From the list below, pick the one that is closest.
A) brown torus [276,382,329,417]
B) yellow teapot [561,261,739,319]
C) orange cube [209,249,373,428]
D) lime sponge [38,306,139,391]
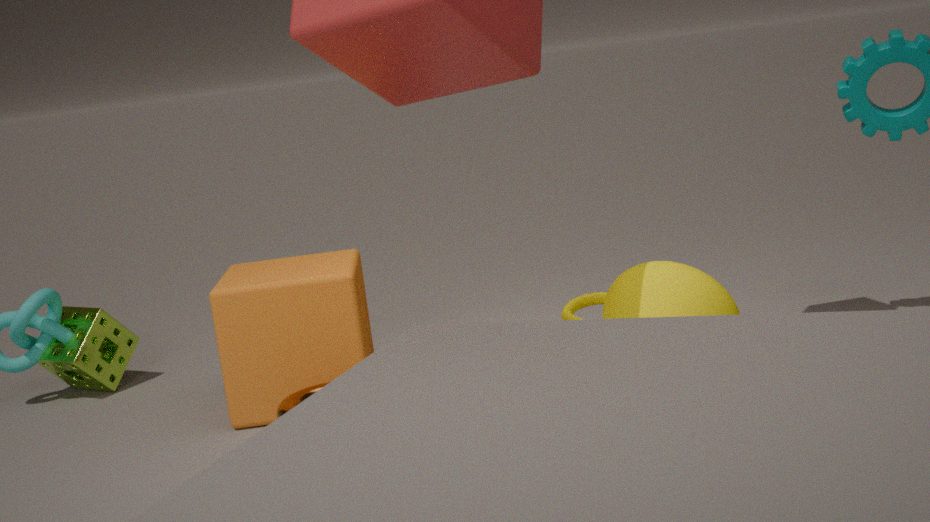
yellow teapot [561,261,739,319]
